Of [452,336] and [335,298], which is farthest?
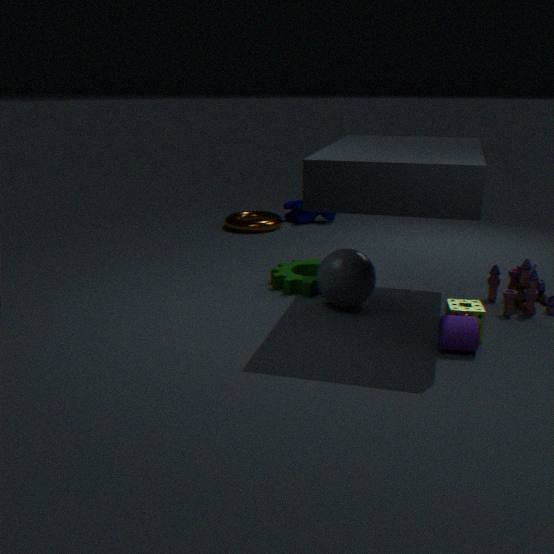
[335,298]
